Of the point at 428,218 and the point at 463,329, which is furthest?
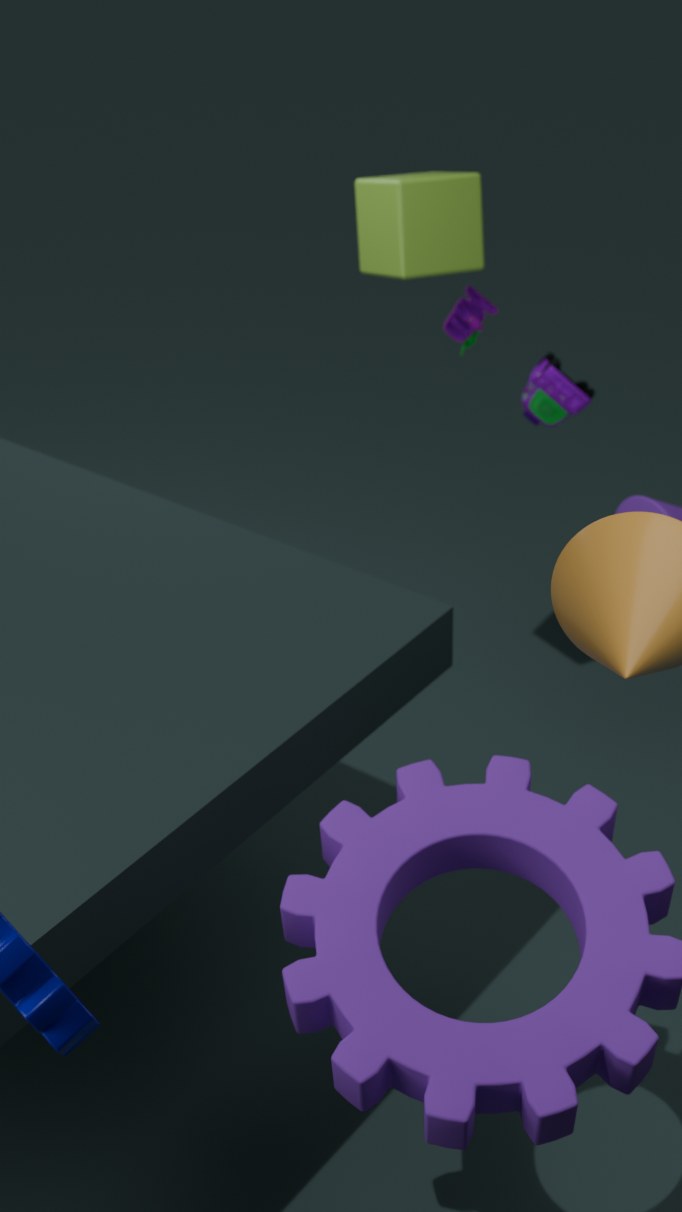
the point at 463,329
